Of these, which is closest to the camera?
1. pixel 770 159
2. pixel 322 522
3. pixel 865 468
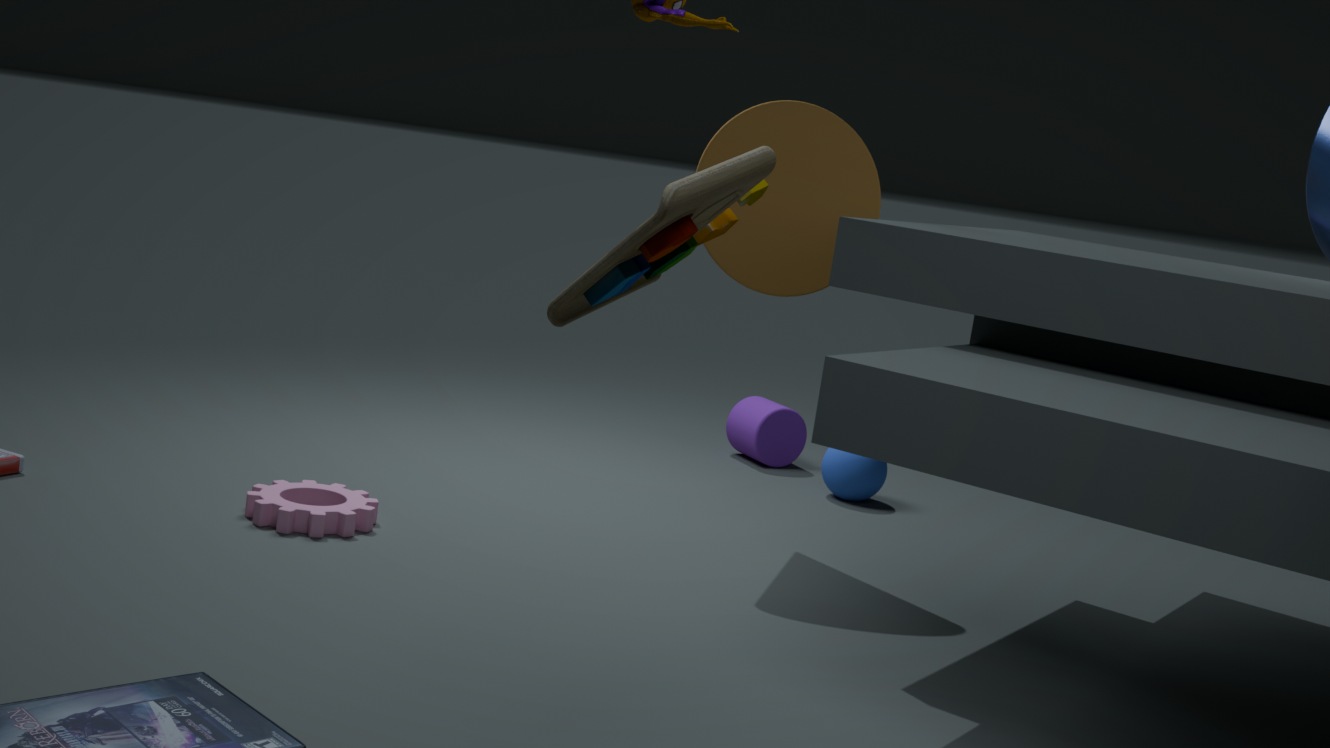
pixel 770 159
